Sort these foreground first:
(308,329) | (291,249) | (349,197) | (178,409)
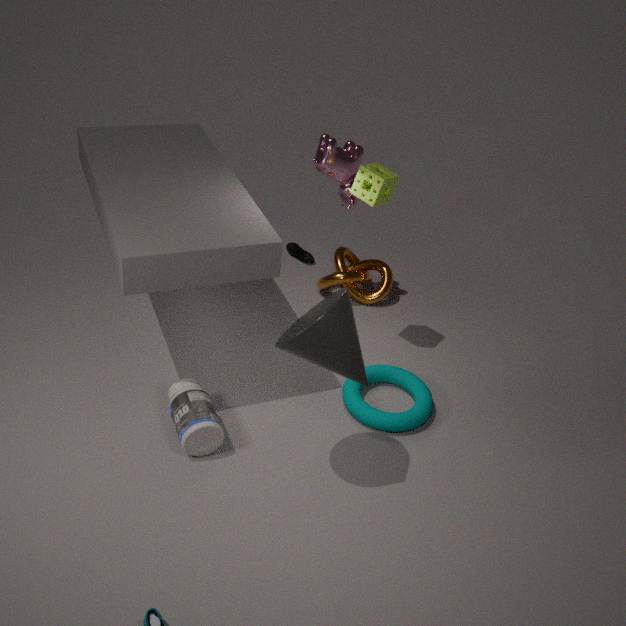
1. (308,329)
2. (178,409)
3. (349,197)
4. (291,249)
